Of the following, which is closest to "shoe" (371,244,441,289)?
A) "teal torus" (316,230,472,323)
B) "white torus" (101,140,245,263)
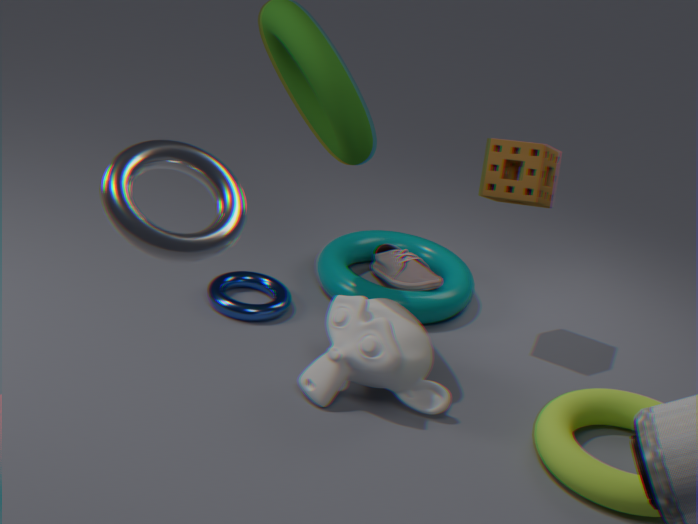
"teal torus" (316,230,472,323)
